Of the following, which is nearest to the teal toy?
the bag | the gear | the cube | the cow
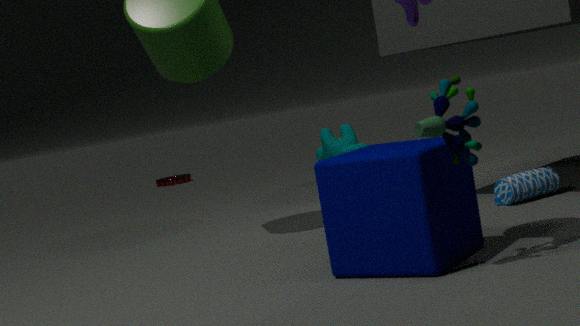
the cube
